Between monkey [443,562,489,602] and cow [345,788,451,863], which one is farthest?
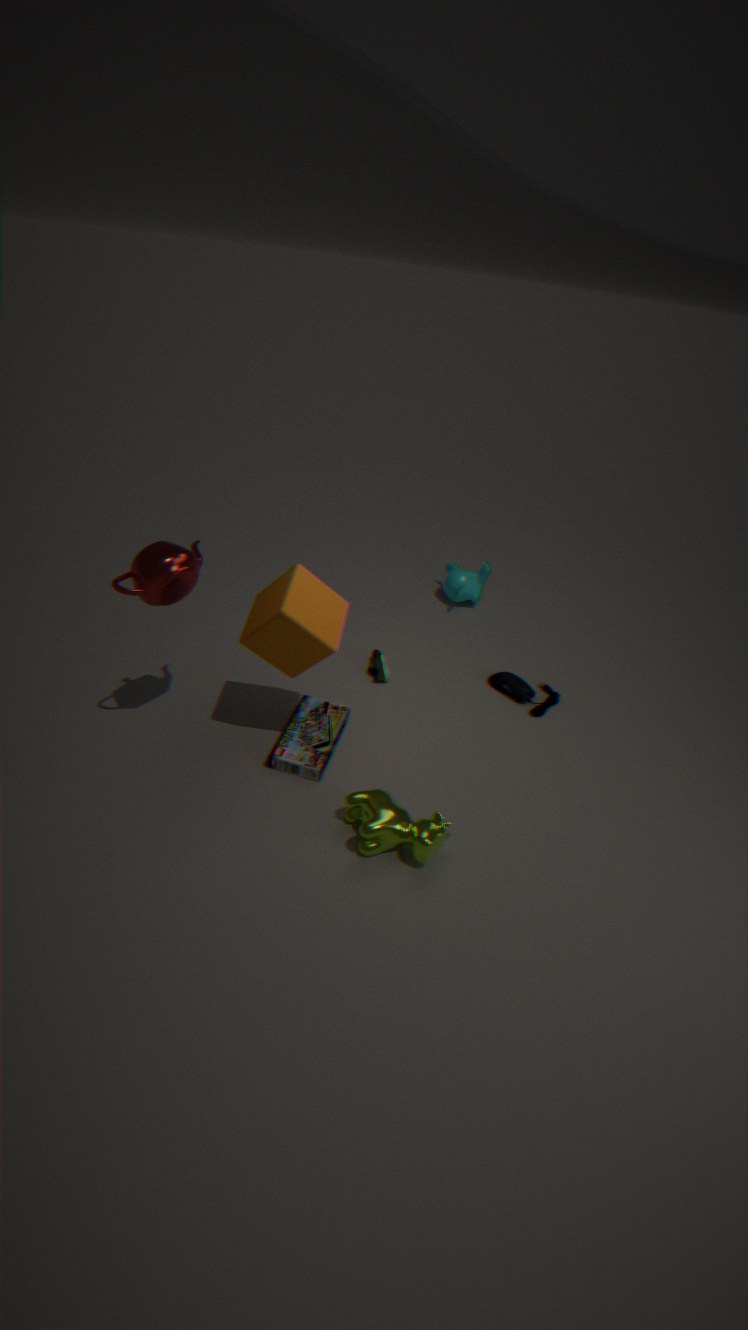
monkey [443,562,489,602]
